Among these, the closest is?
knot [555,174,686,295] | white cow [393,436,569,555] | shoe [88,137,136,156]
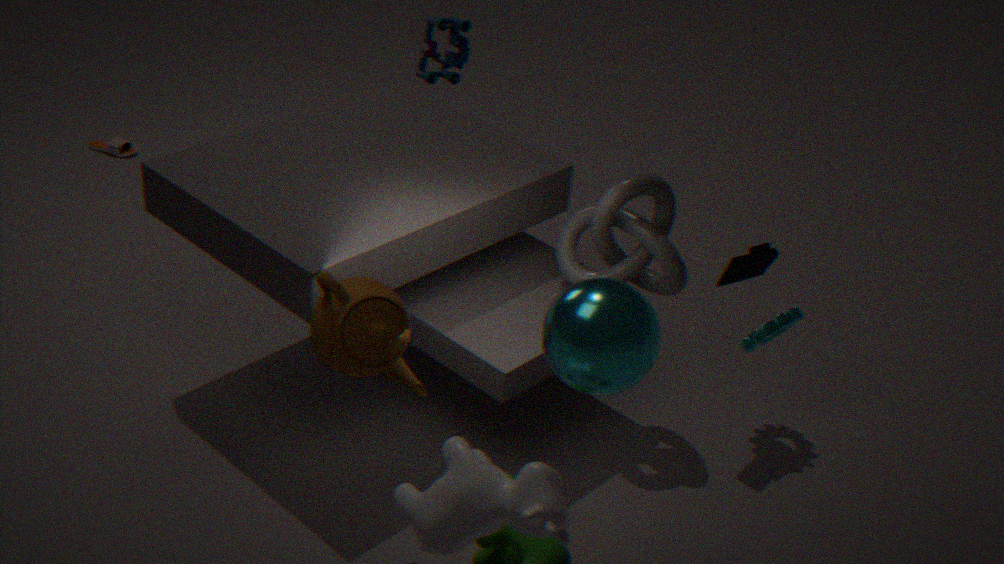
white cow [393,436,569,555]
